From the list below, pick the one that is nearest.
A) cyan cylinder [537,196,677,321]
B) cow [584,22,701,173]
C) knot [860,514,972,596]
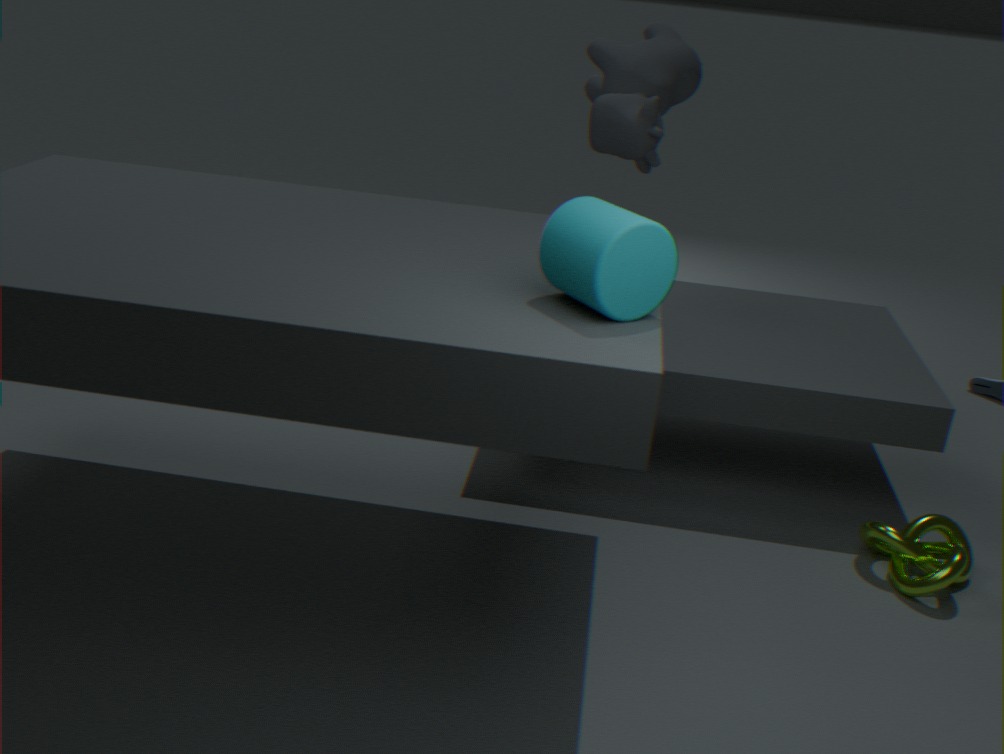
cyan cylinder [537,196,677,321]
